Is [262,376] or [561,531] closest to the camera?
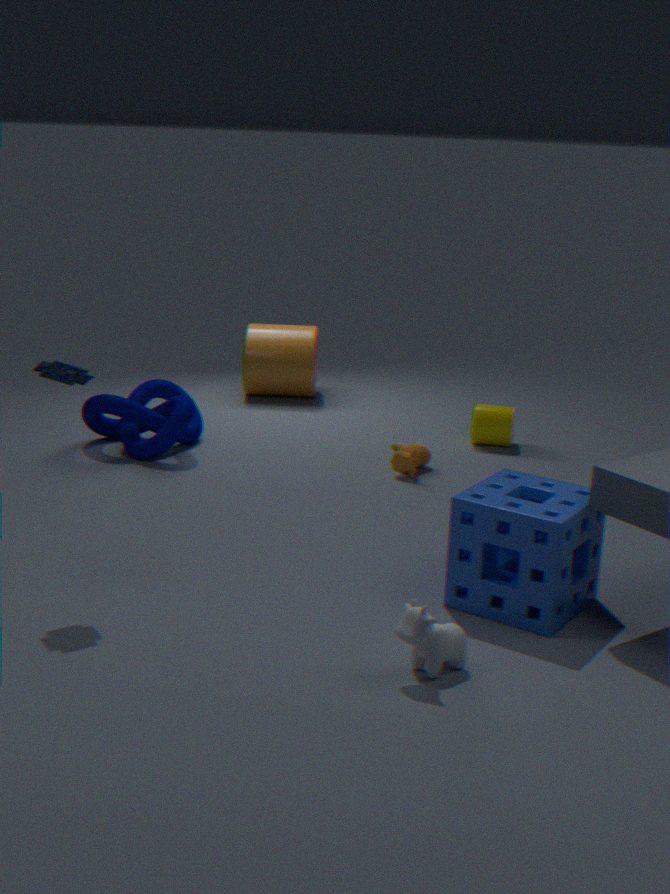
[561,531]
